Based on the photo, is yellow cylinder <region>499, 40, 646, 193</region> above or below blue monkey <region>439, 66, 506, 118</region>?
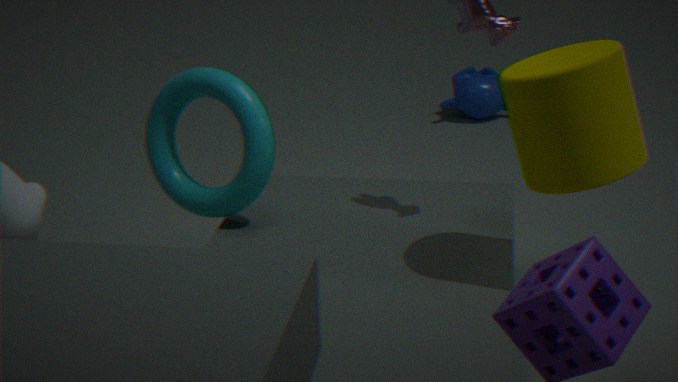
above
